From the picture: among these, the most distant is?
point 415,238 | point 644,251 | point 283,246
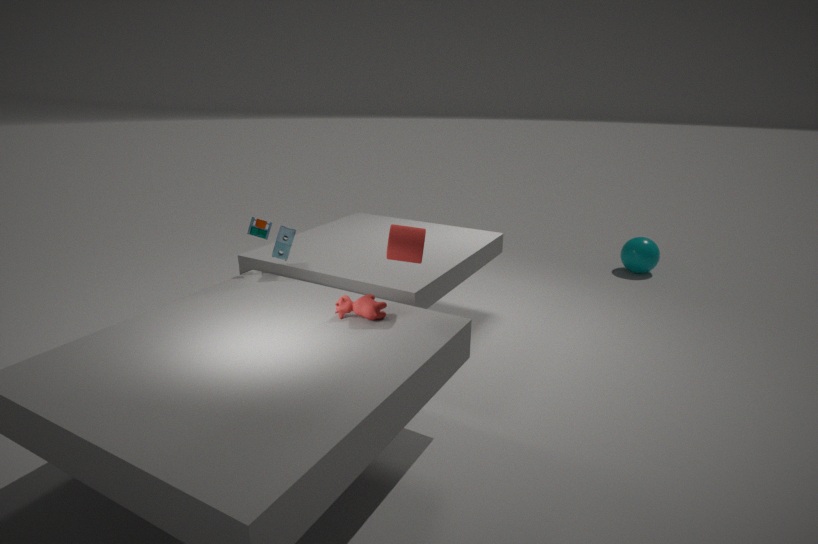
point 644,251
